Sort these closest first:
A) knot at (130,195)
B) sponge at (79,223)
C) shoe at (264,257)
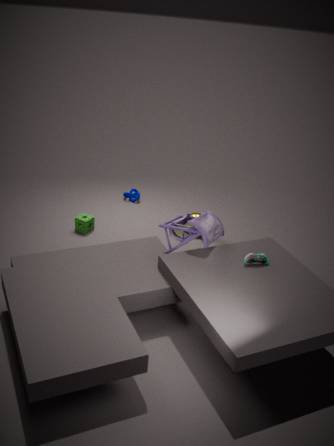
shoe at (264,257) → sponge at (79,223) → knot at (130,195)
